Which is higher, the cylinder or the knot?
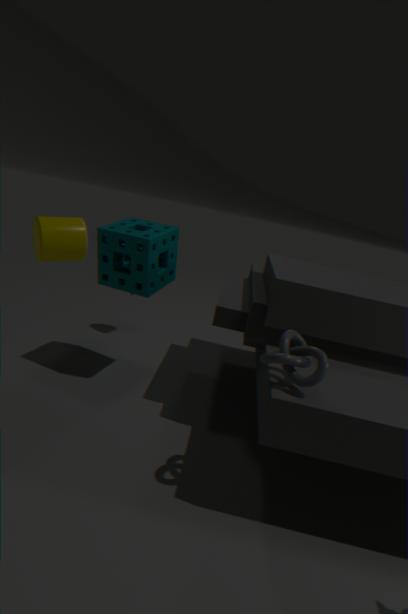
the cylinder
